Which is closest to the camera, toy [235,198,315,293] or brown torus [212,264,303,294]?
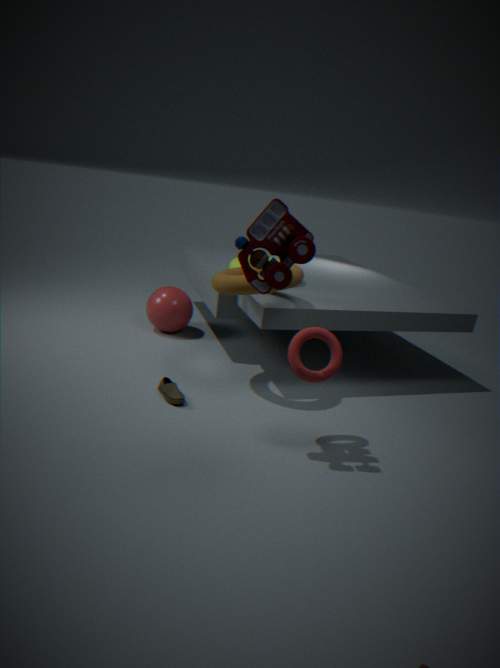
toy [235,198,315,293]
